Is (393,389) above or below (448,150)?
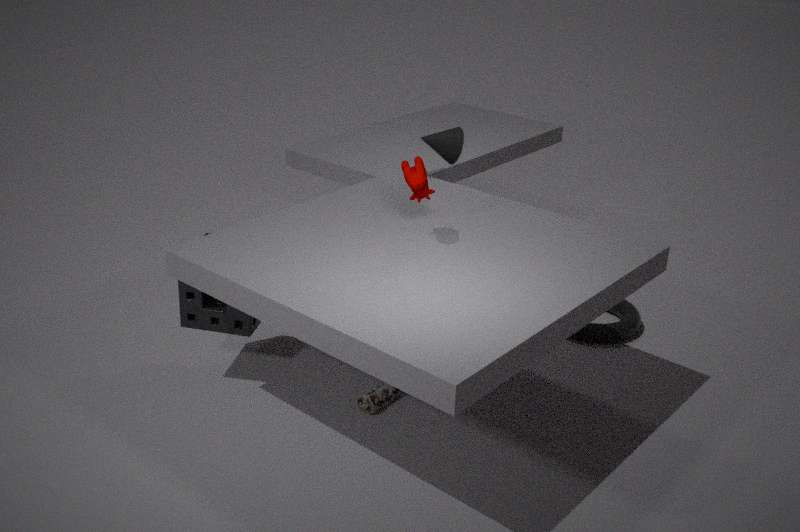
below
